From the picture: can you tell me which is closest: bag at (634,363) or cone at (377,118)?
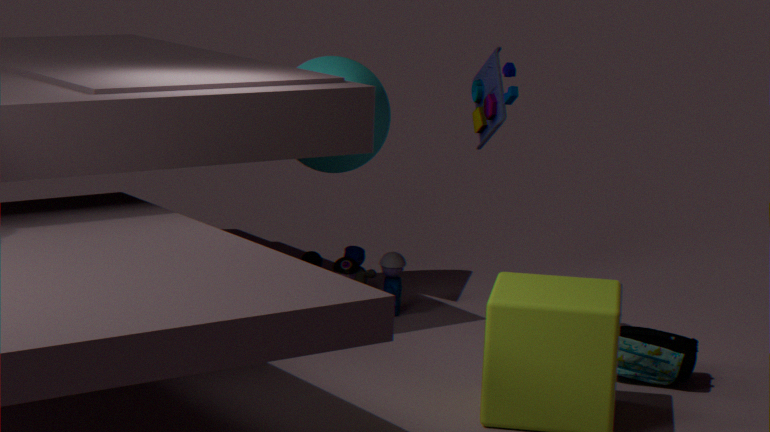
bag at (634,363)
